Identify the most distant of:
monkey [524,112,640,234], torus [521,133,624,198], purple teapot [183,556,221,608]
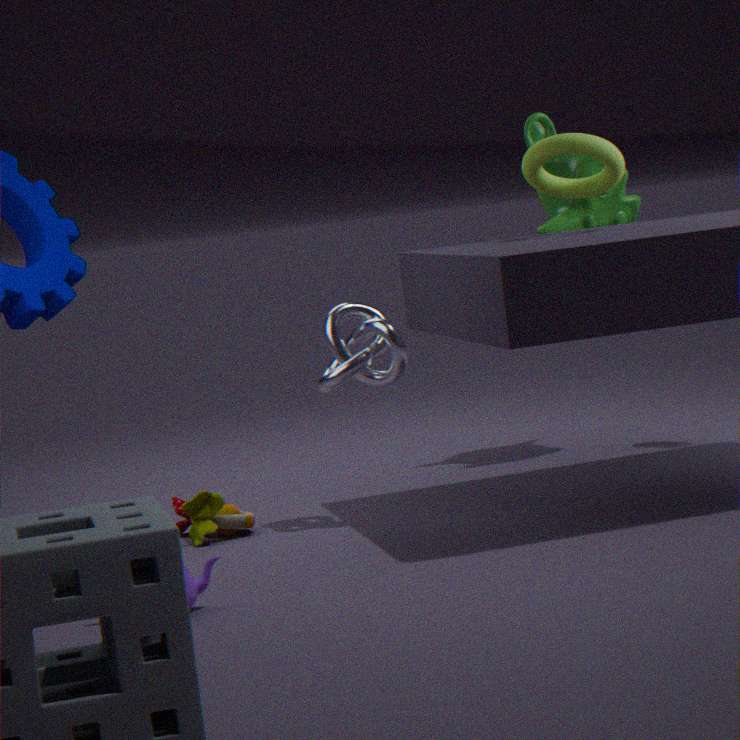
monkey [524,112,640,234]
